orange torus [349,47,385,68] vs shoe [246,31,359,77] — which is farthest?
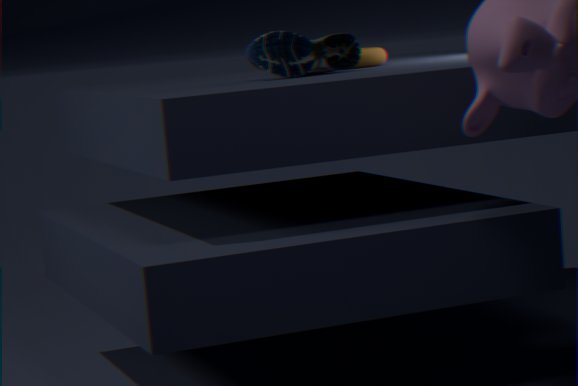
orange torus [349,47,385,68]
